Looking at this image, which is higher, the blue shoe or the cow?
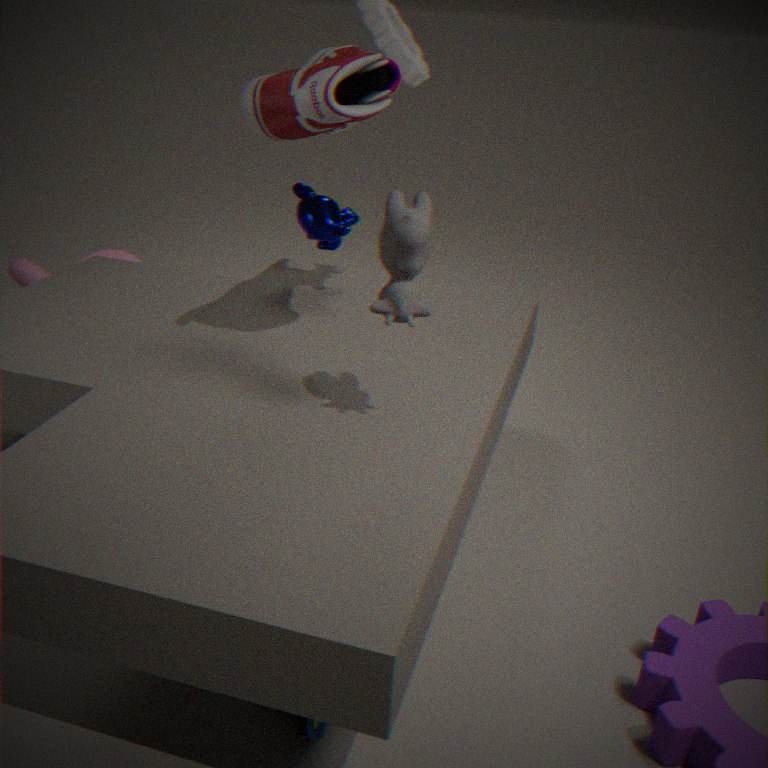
the cow
